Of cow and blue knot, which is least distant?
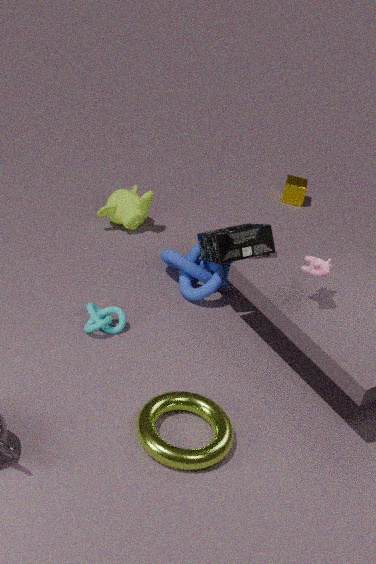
cow
